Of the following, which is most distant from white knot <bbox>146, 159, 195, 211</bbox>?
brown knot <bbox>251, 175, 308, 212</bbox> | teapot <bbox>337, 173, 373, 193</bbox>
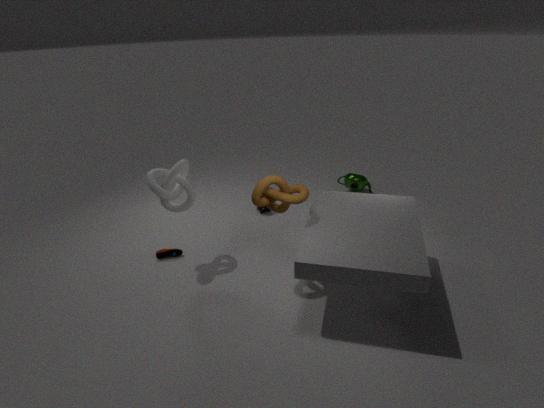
teapot <bbox>337, 173, 373, 193</bbox>
